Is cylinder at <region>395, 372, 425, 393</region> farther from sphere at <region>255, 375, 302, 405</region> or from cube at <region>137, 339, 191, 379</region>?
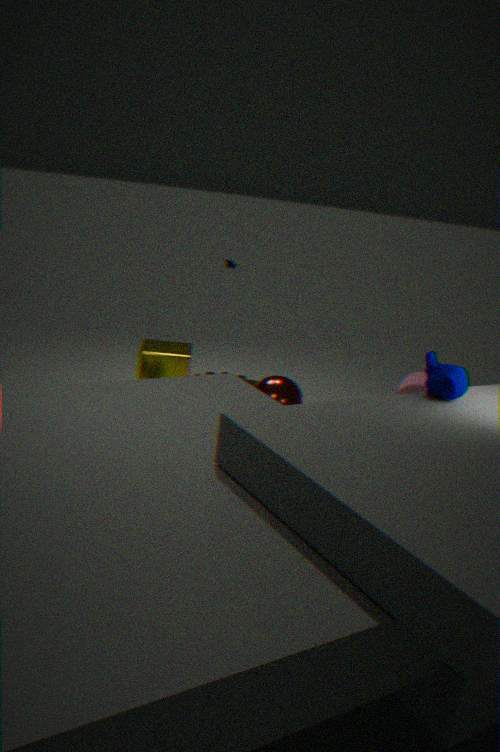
cube at <region>137, 339, 191, 379</region>
